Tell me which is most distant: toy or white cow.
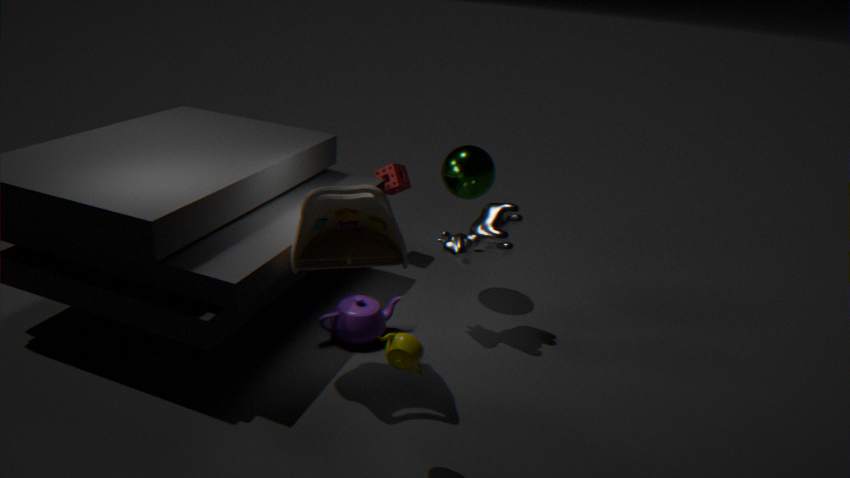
white cow
